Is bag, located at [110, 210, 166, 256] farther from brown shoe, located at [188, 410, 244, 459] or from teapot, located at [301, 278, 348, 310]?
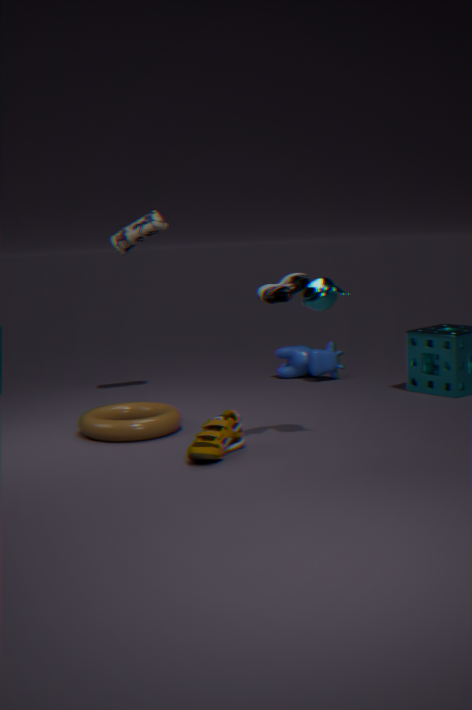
brown shoe, located at [188, 410, 244, 459]
